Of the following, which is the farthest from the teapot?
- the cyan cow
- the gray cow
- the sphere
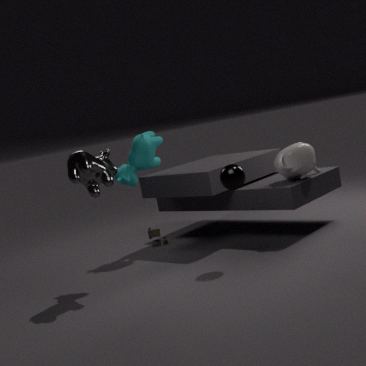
the gray cow
